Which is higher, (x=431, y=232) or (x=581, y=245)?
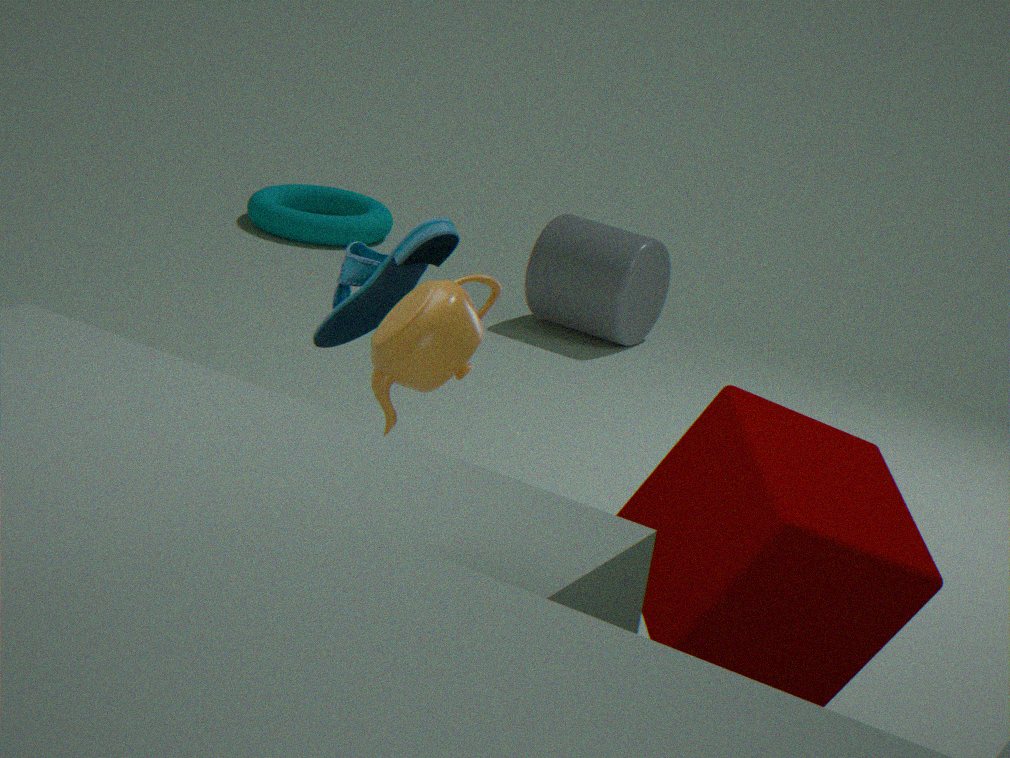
(x=431, y=232)
